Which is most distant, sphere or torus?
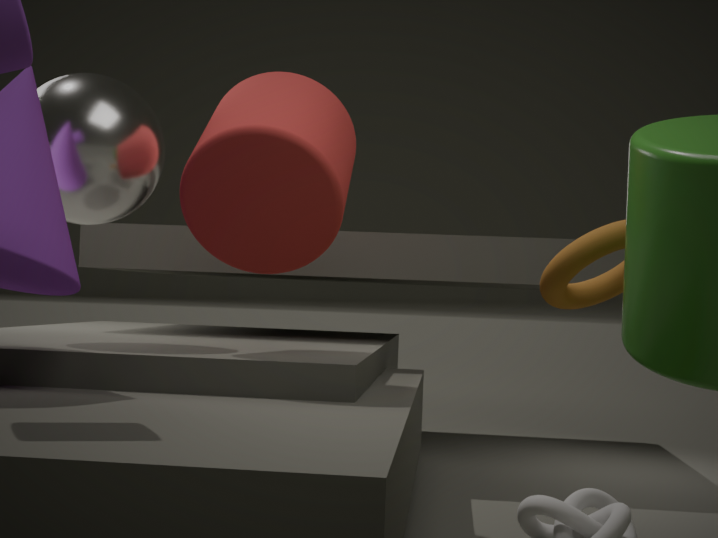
sphere
